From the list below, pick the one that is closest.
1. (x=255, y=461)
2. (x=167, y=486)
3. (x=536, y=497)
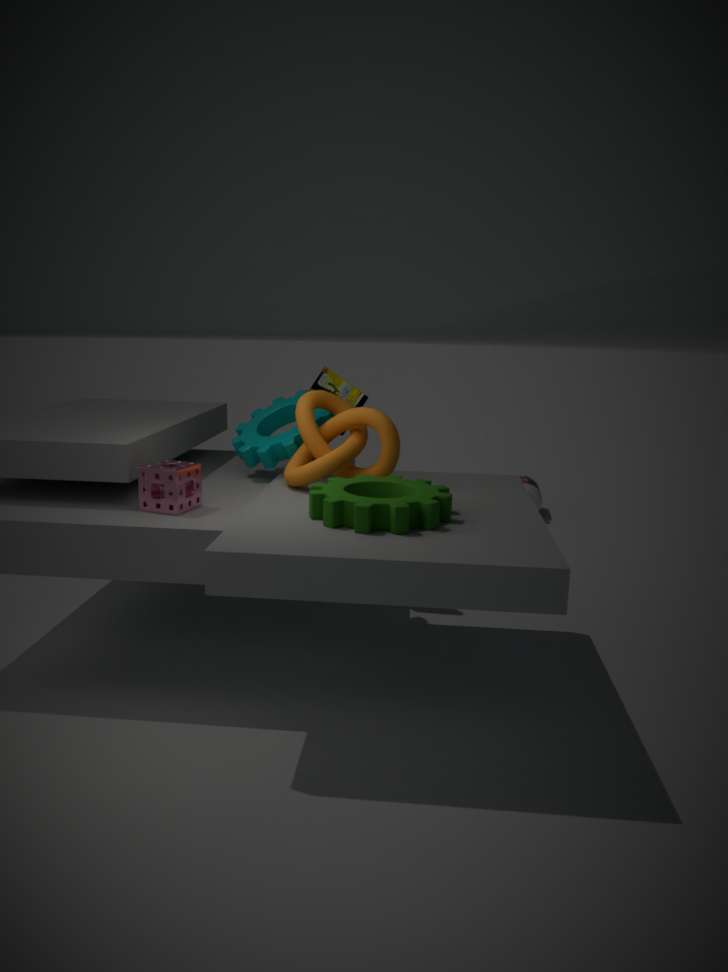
(x=167, y=486)
